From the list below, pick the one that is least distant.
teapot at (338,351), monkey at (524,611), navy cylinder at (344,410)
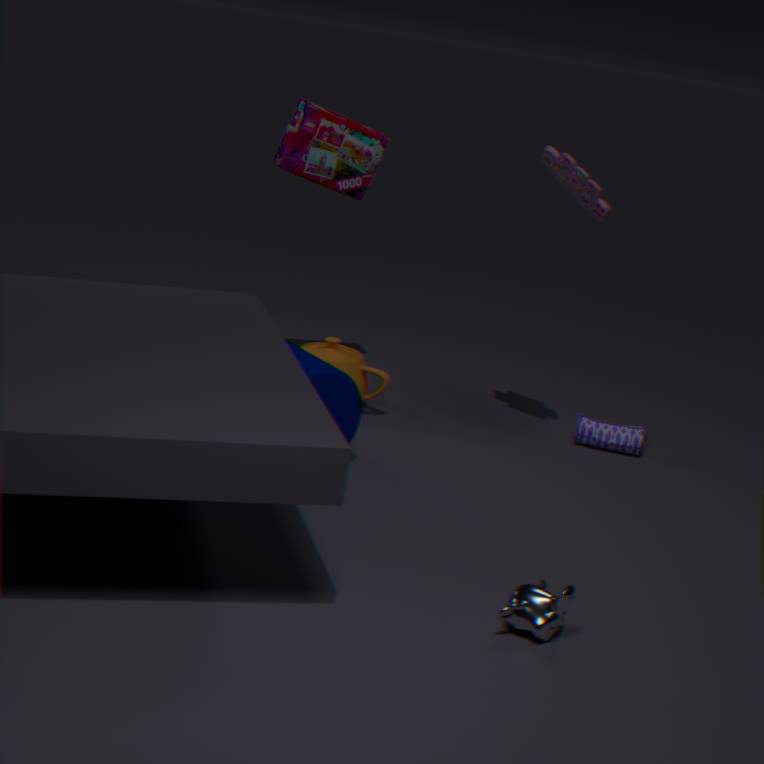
monkey at (524,611)
